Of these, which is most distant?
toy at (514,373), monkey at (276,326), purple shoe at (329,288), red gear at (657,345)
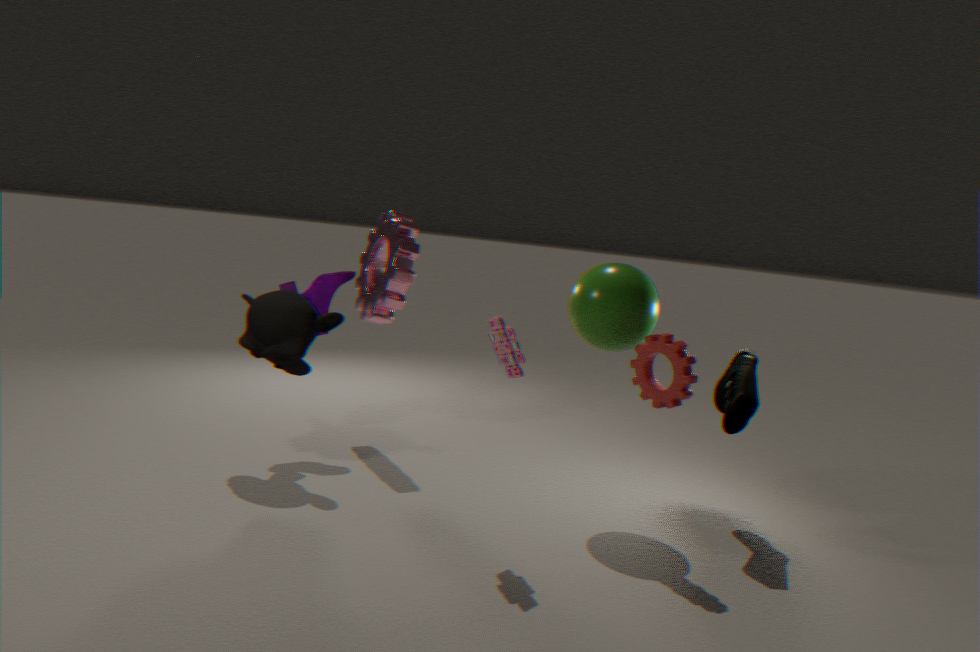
purple shoe at (329,288)
